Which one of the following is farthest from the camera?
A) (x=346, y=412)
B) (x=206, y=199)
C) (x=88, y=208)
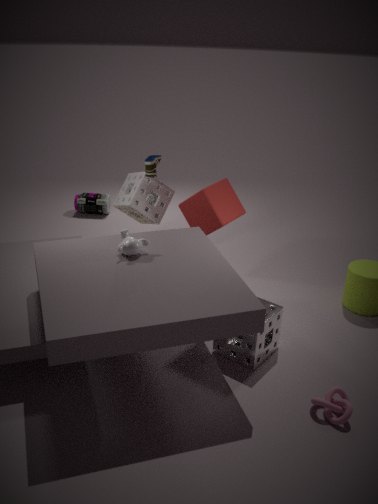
(x=88, y=208)
